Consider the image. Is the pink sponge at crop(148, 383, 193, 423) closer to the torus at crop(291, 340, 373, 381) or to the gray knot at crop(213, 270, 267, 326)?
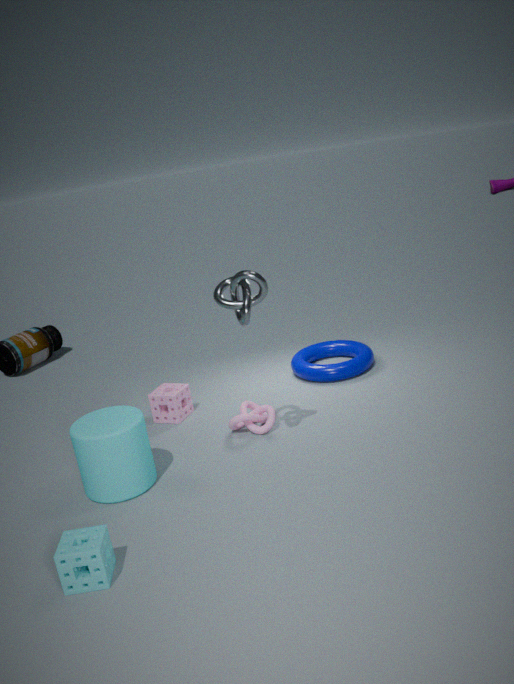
the torus at crop(291, 340, 373, 381)
